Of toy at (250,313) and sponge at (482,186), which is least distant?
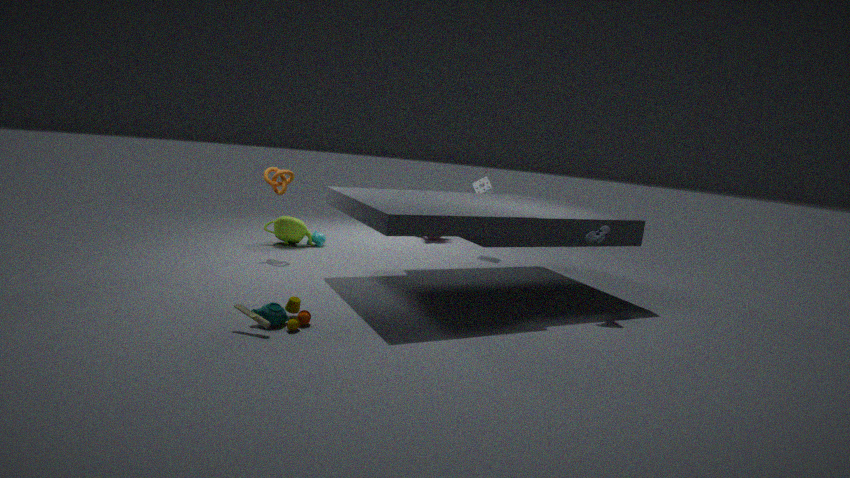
toy at (250,313)
